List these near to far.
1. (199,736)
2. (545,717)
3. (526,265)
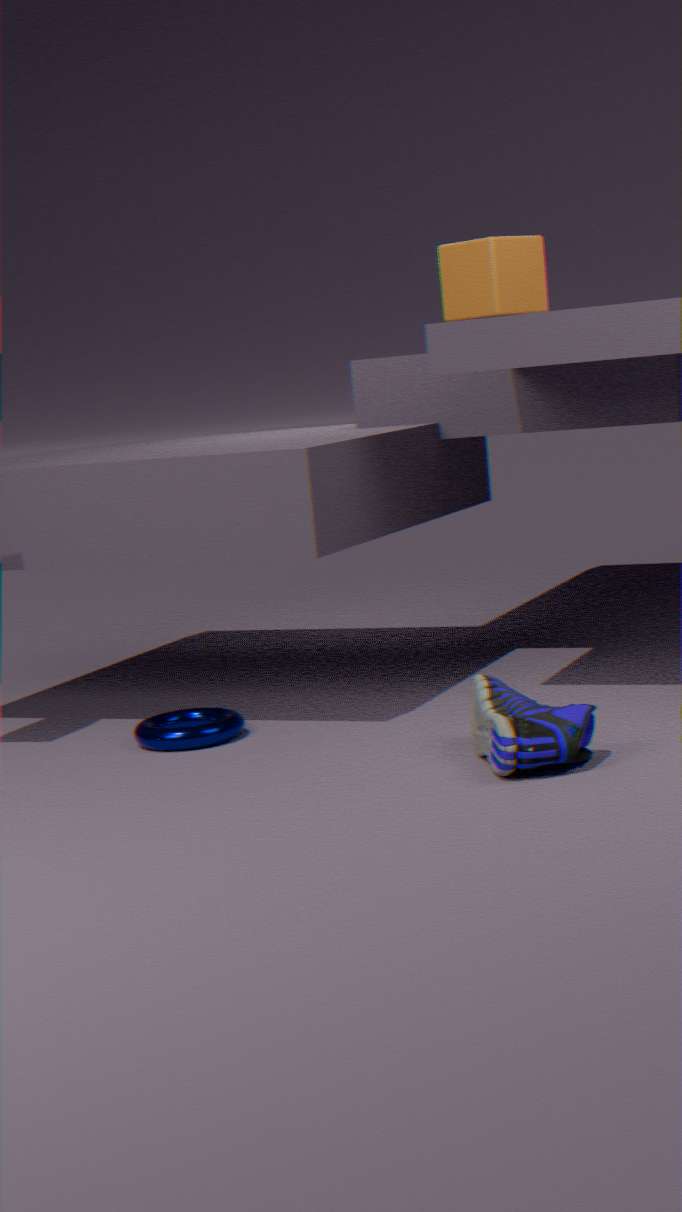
(545,717) → (526,265) → (199,736)
